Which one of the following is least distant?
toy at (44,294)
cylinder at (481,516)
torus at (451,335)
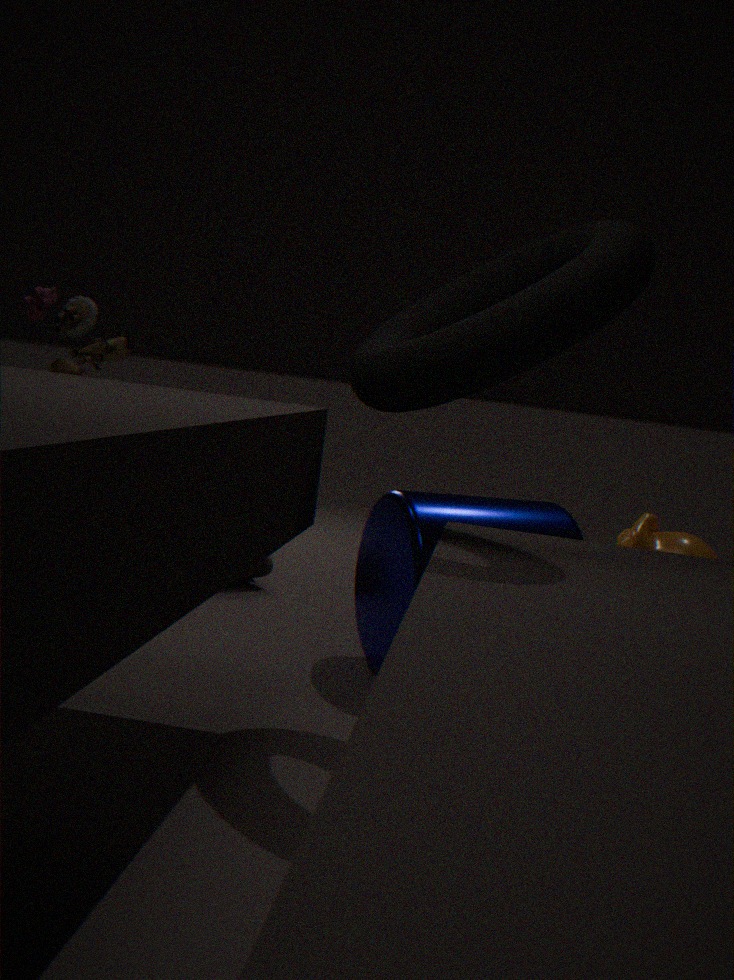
torus at (451,335)
